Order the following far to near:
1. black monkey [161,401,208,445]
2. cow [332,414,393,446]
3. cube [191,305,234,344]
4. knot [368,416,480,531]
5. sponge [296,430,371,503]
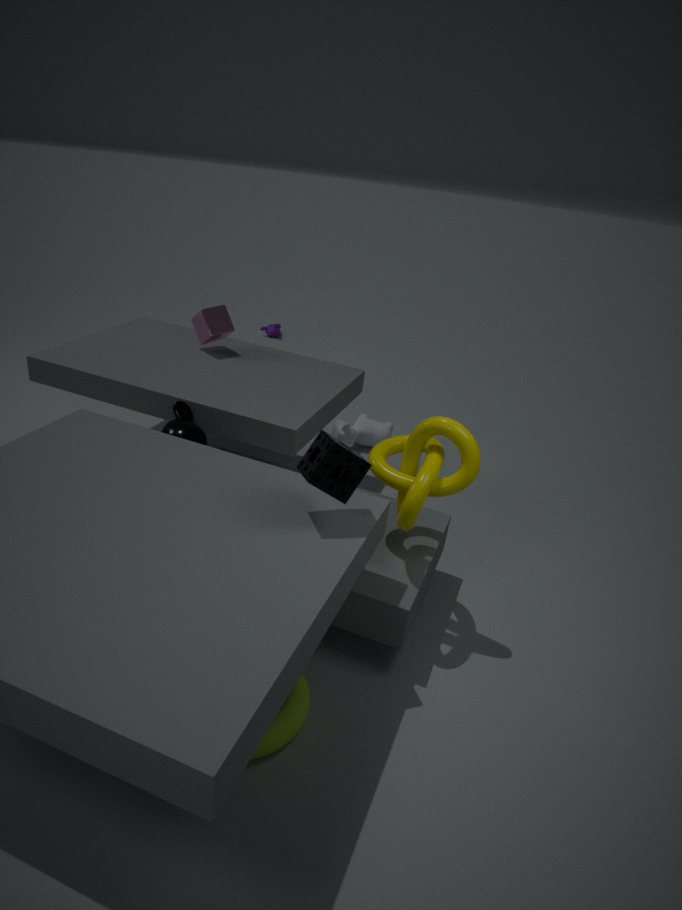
cow [332,414,393,446]
cube [191,305,234,344]
black monkey [161,401,208,445]
knot [368,416,480,531]
sponge [296,430,371,503]
